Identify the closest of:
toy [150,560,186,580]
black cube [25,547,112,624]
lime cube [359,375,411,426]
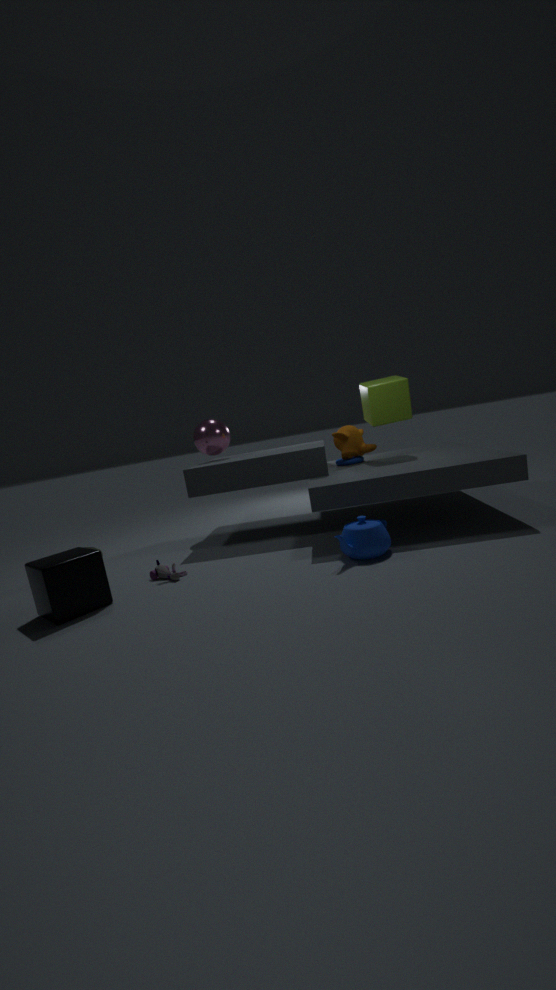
black cube [25,547,112,624]
